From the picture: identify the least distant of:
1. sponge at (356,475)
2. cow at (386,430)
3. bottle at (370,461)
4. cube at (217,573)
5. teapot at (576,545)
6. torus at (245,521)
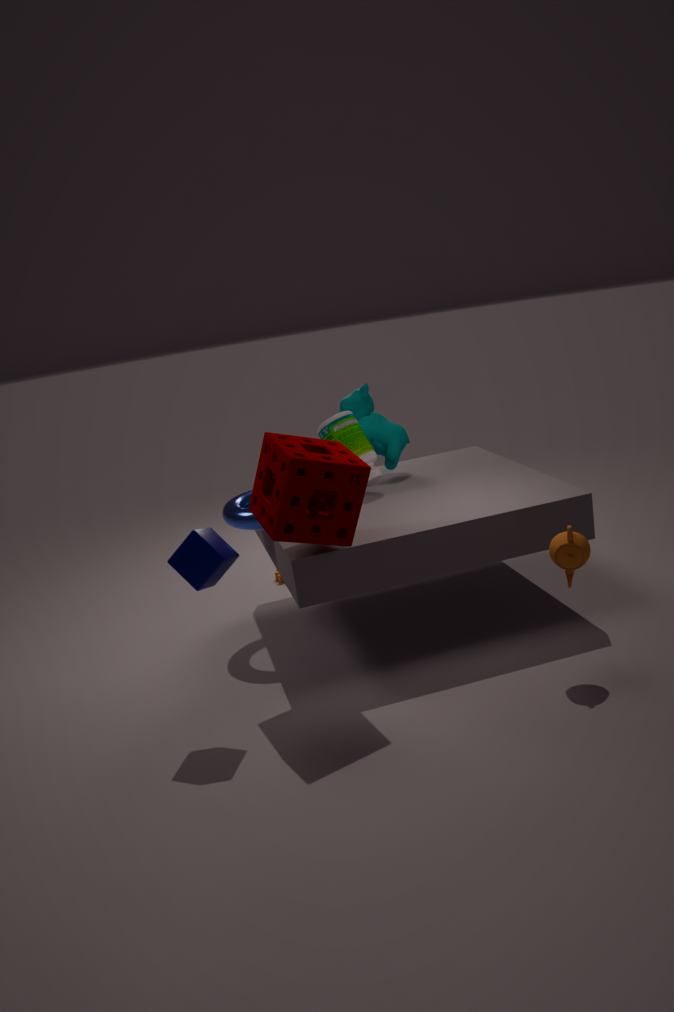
cube at (217,573)
